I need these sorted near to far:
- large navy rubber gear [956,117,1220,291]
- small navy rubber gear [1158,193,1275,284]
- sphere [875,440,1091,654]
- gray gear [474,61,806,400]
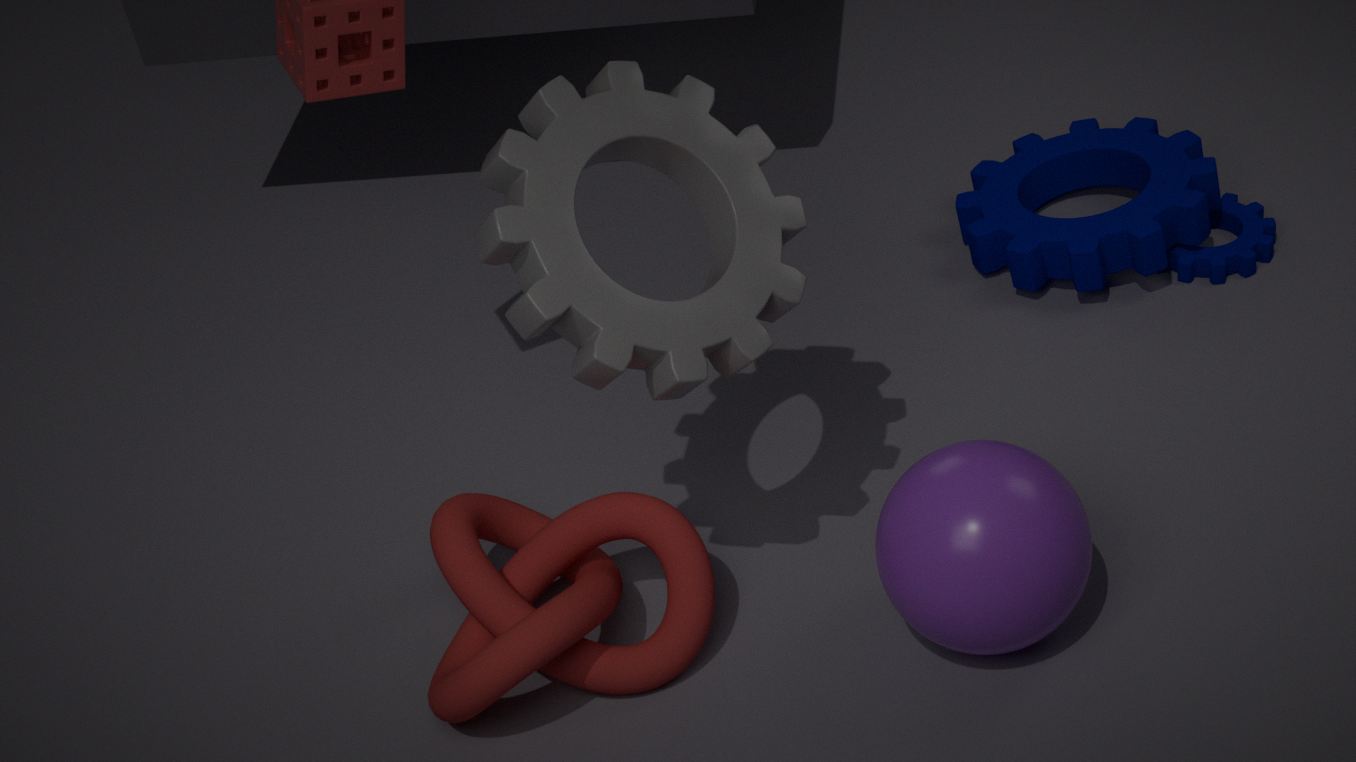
gray gear [474,61,806,400] → sphere [875,440,1091,654] → large navy rubber gear [956,117,1220,291] → small navy rubber gear [1158,193,1275,284]
